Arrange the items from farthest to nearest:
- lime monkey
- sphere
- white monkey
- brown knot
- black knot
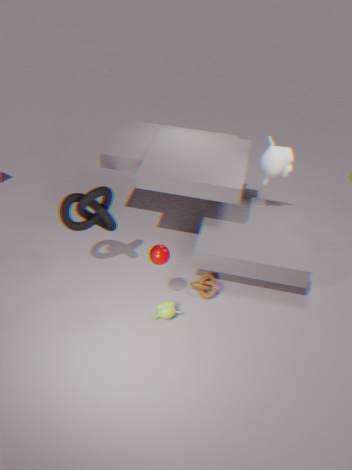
1. white monkey
2. brown knot
3. lime monkey
4. black knot
5. sphere
